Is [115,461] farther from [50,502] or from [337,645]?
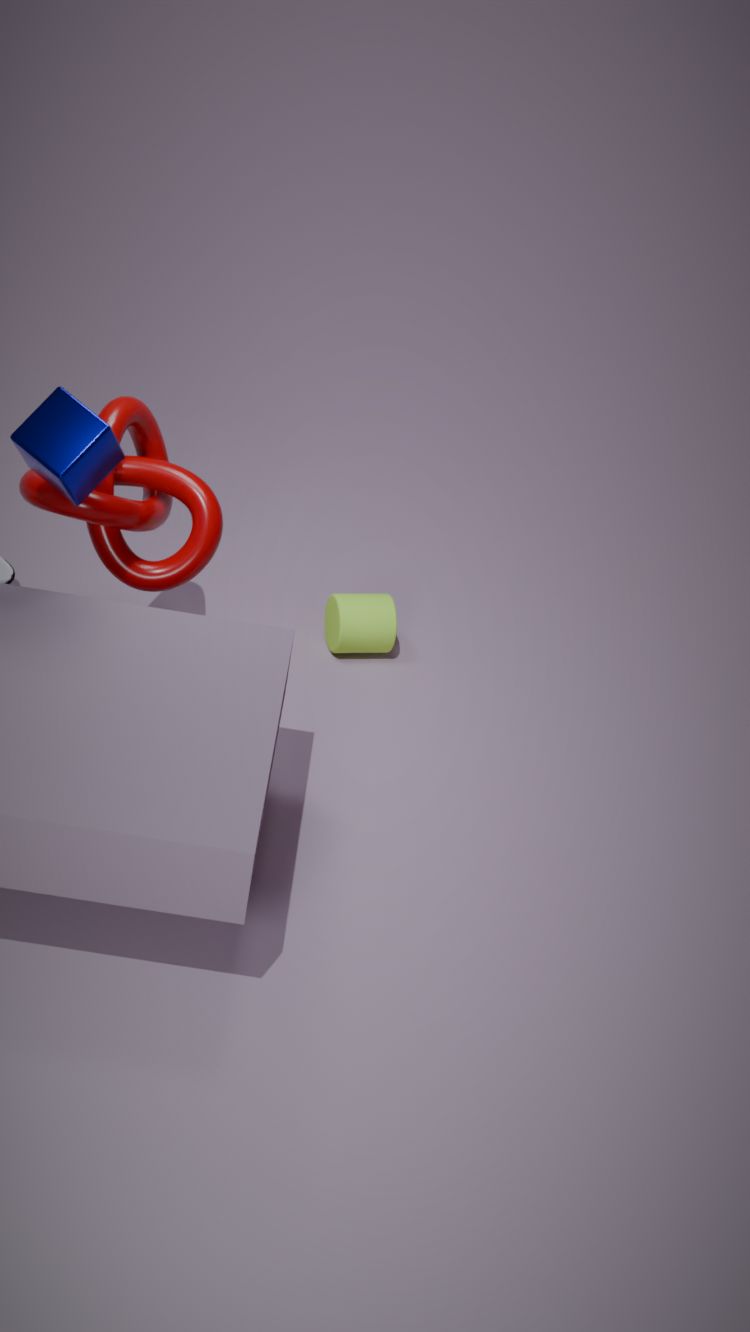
[337,645]
